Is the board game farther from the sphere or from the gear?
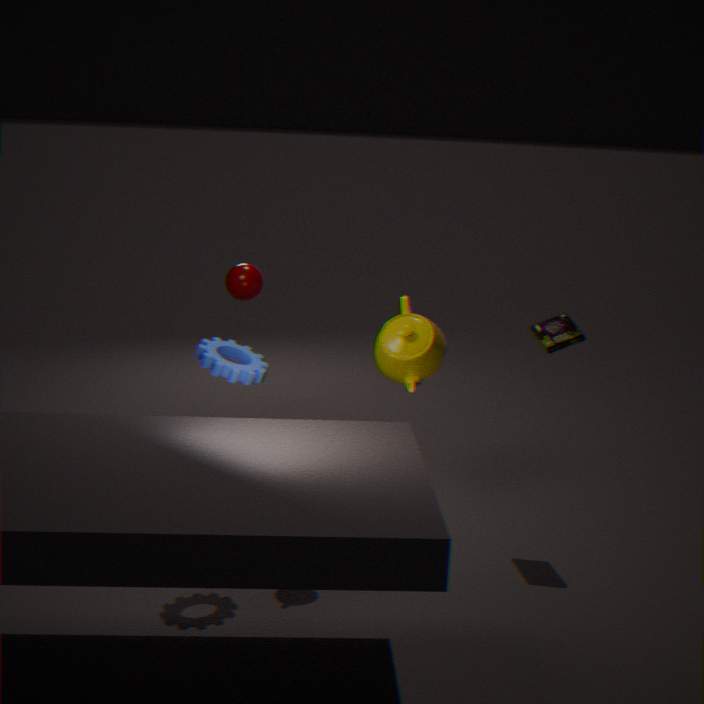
the sphere
